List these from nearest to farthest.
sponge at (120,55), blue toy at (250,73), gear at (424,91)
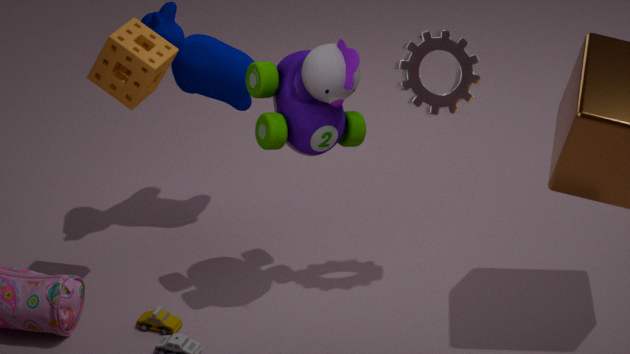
1. blue toy at (250,73)
2. sponge at (120,55)
3. gear at (424,91)
